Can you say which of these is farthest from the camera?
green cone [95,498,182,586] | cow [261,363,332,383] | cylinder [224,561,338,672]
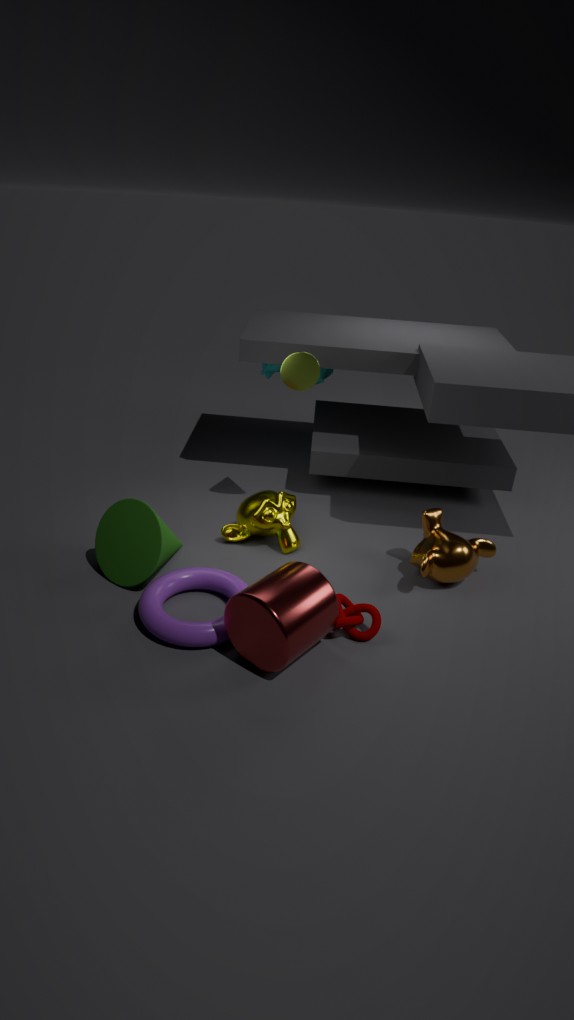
cow [261,363,332,383]
